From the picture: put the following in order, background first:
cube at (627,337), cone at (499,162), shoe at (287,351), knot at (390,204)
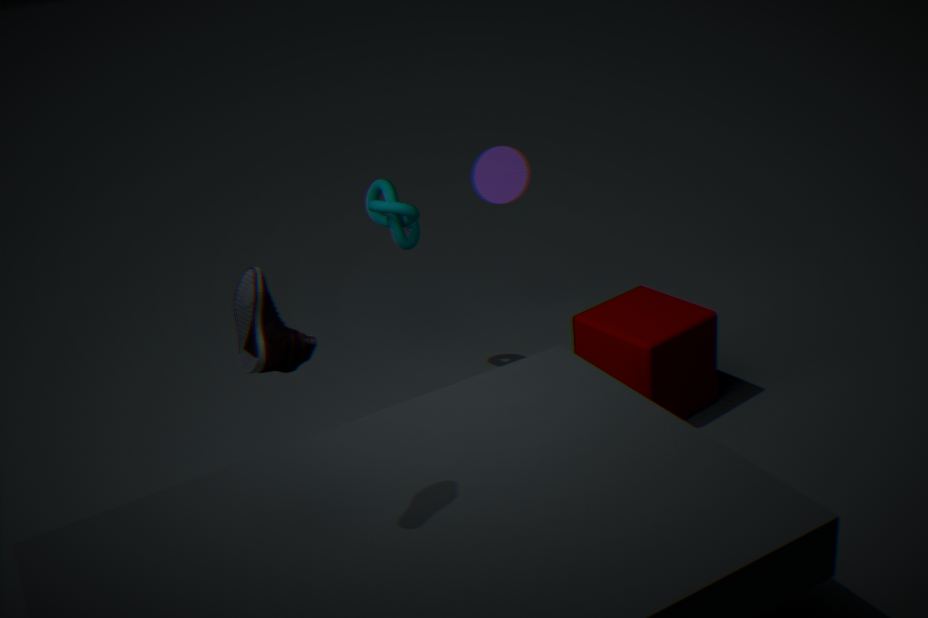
cone at (499,162) → knot at (390,204) → cube at (627,337) → shoe at (287,351)
